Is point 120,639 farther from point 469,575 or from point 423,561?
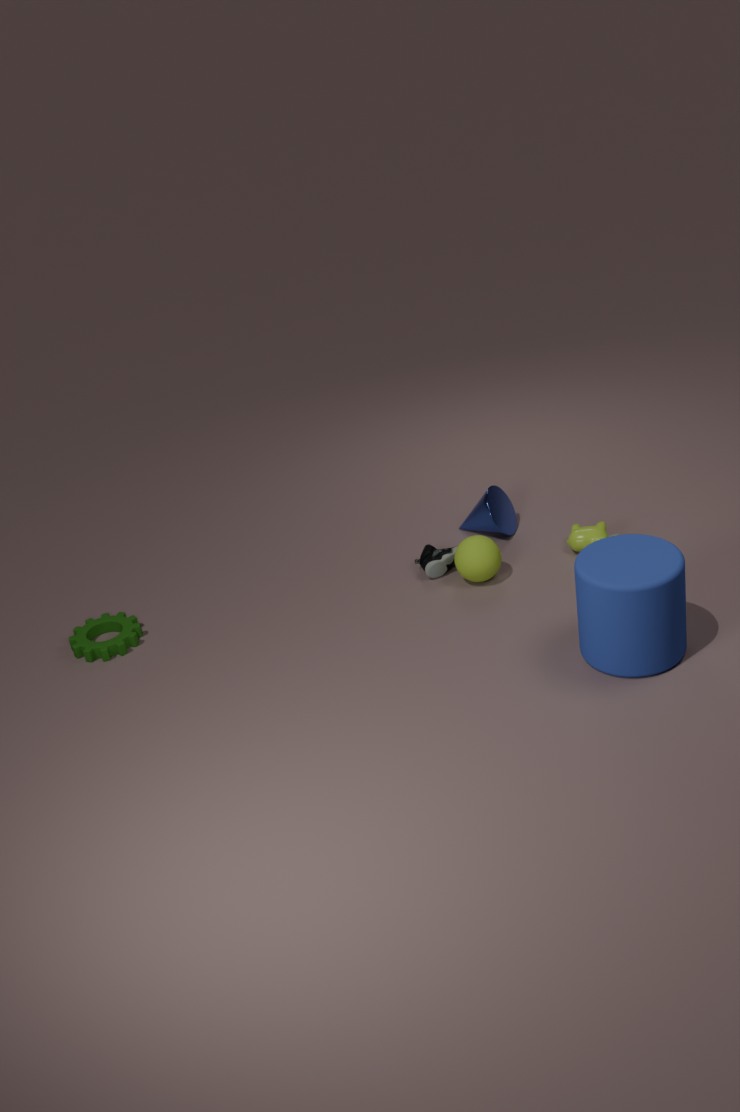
point 469,575
